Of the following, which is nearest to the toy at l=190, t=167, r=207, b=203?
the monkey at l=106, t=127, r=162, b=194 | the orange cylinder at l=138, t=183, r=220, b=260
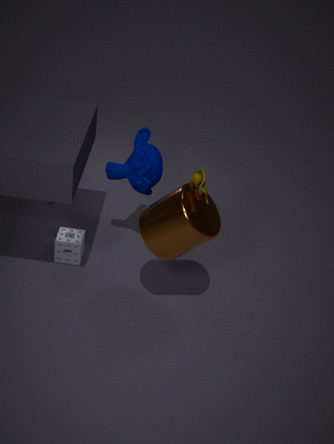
the orange cylinder at l=138, t=183, r=220, b=260
